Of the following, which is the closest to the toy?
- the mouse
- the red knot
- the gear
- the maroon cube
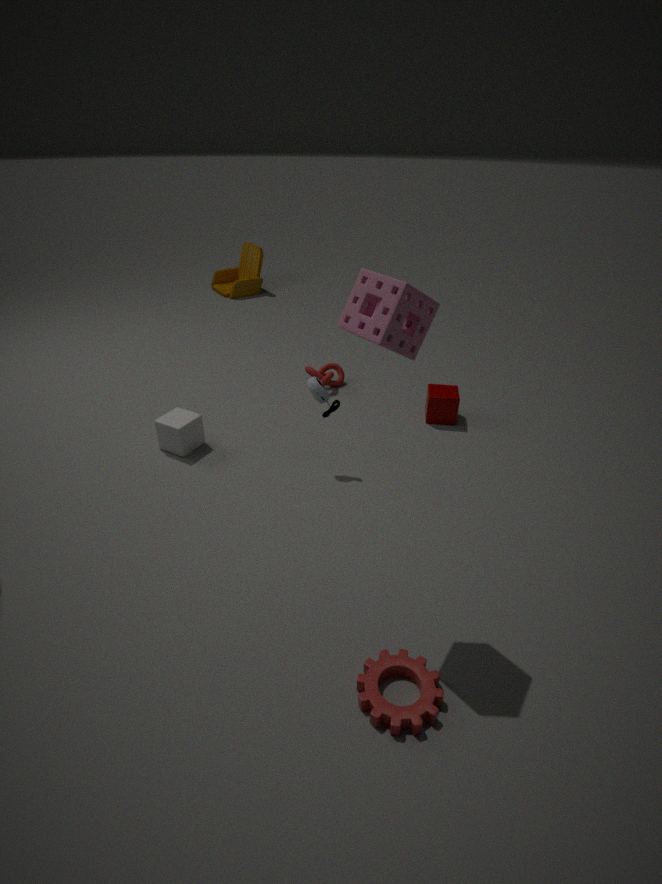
the red knot
